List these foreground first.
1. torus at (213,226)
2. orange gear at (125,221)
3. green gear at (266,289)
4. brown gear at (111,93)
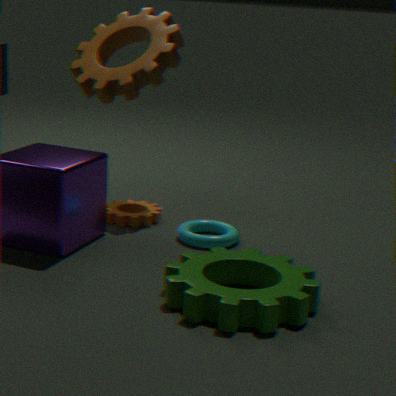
1. green gear at (266,289)
2. torus at (213,226)
3. orange gear at (125,221)
4. brown gear at (111,93)
